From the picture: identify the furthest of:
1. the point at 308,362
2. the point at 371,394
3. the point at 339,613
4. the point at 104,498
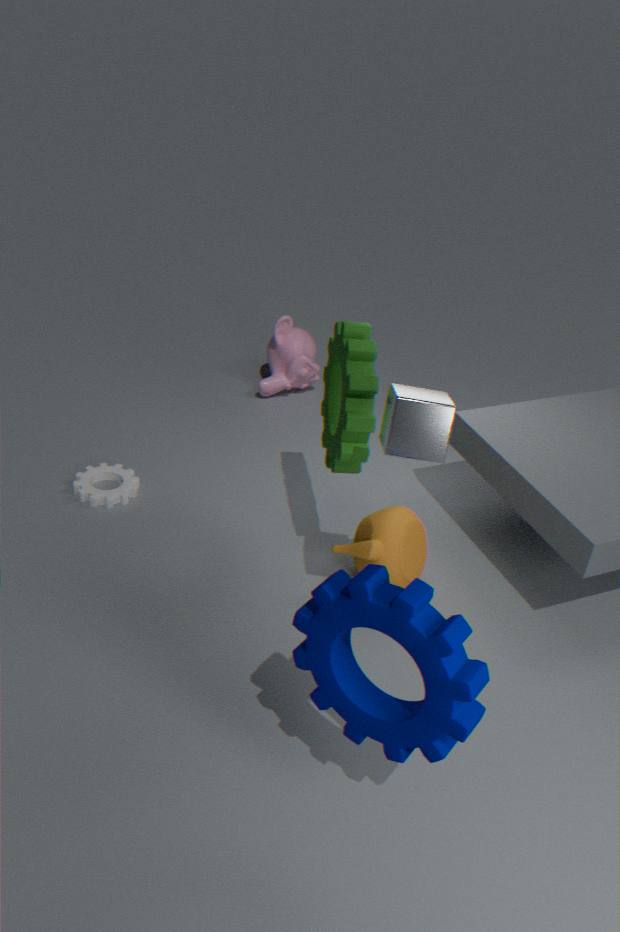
the point at 308,362
